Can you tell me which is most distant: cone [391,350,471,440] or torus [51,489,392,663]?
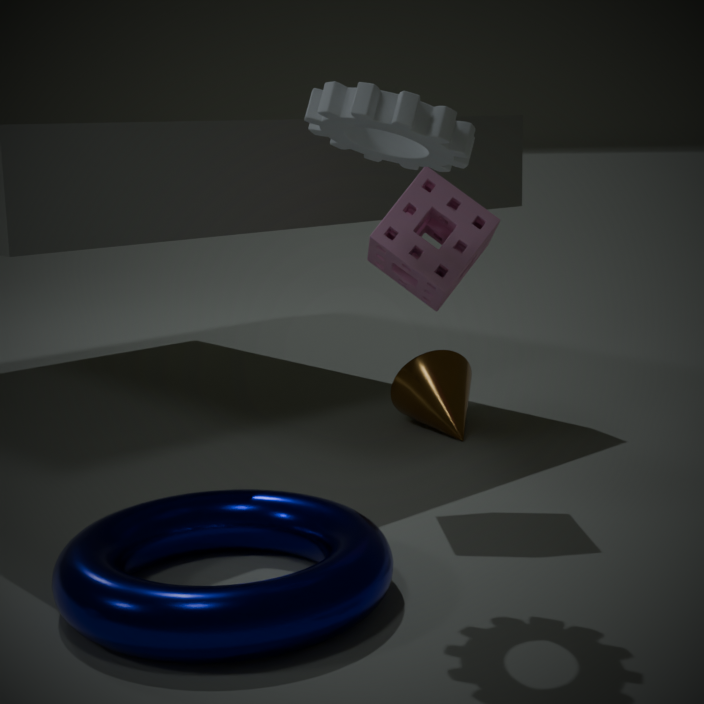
cone [391,350,471,440]
